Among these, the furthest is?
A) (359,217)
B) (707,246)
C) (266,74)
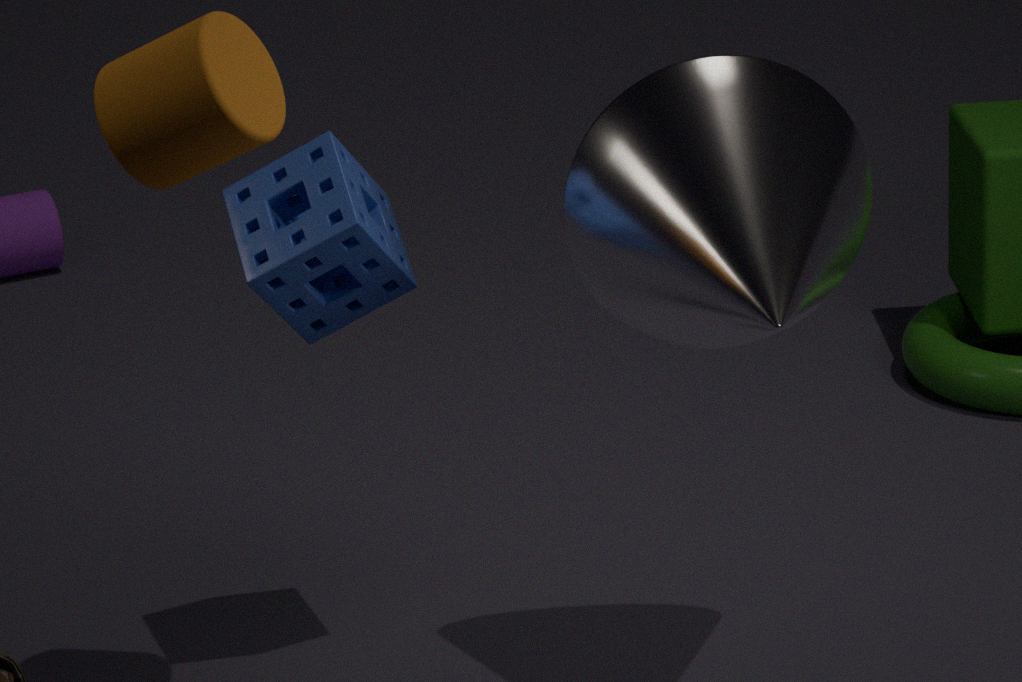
(359,217)
